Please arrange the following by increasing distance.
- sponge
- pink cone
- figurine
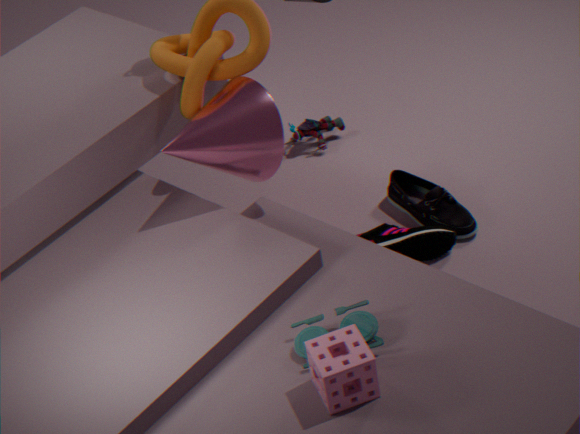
sponge → pink cone → figurine
